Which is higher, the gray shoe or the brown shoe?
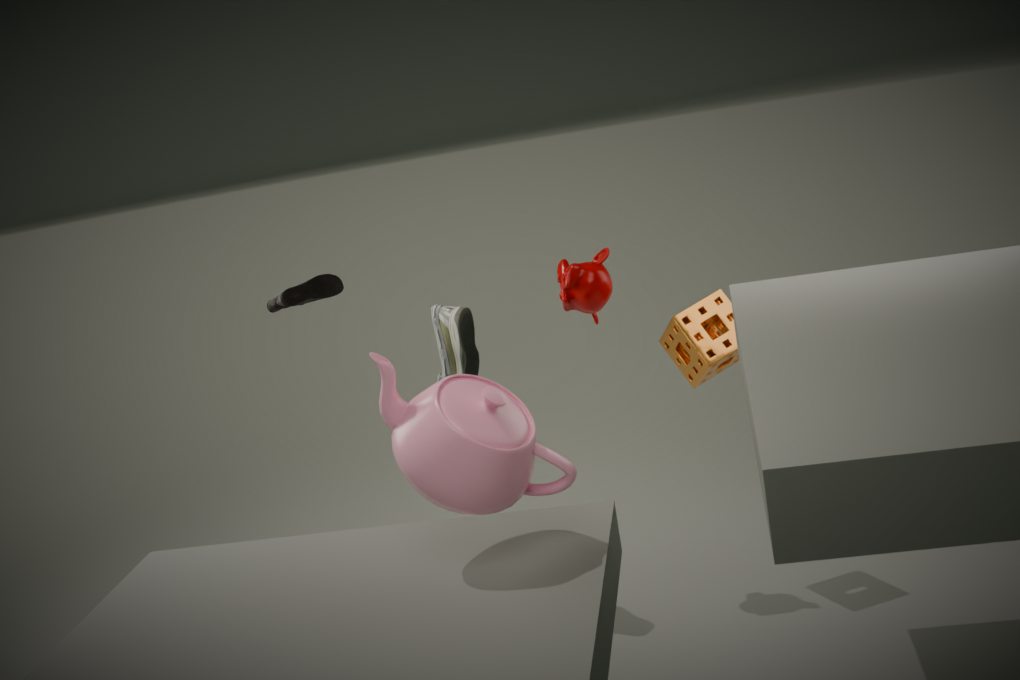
the brown shoe
